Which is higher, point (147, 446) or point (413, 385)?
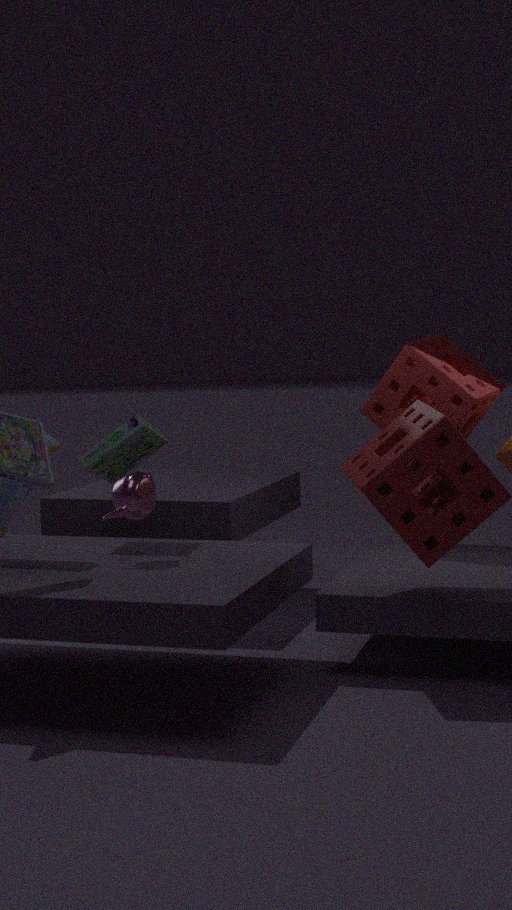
point (413, 385)
